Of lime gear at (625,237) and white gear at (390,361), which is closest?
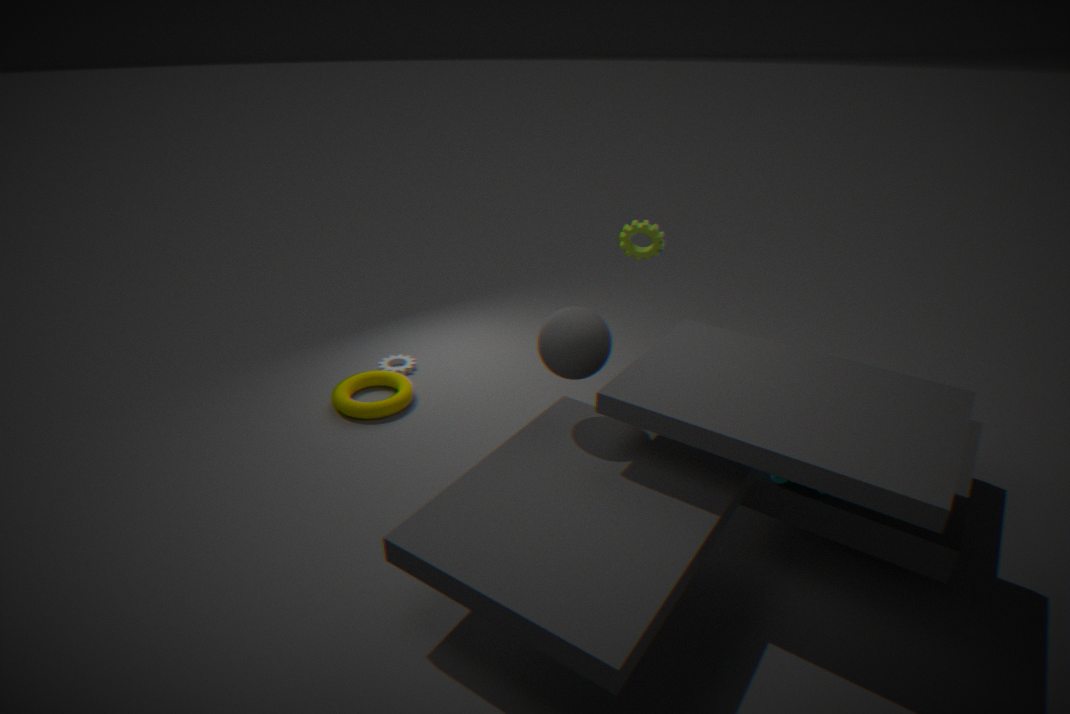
Result: lime gear at (625,237)
